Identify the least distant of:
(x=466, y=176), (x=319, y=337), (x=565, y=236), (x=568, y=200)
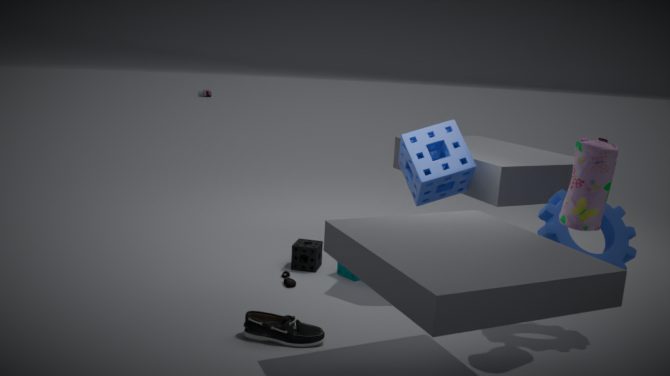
(x=568, y=200)
